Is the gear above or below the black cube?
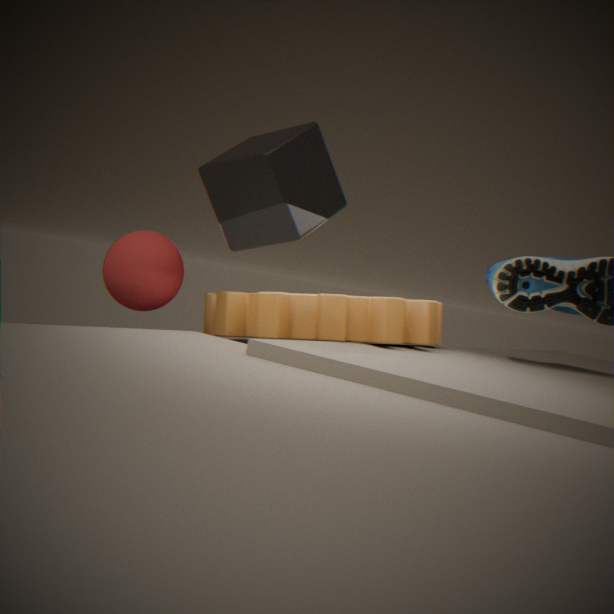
below
